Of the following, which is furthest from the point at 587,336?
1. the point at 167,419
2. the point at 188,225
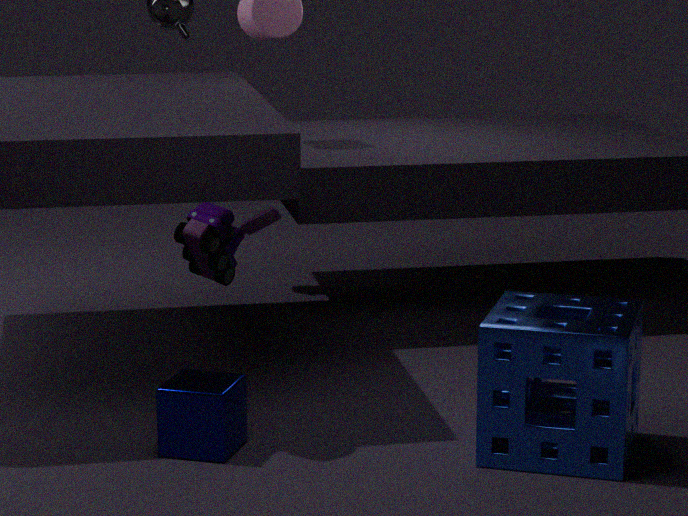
the point at 188,225
